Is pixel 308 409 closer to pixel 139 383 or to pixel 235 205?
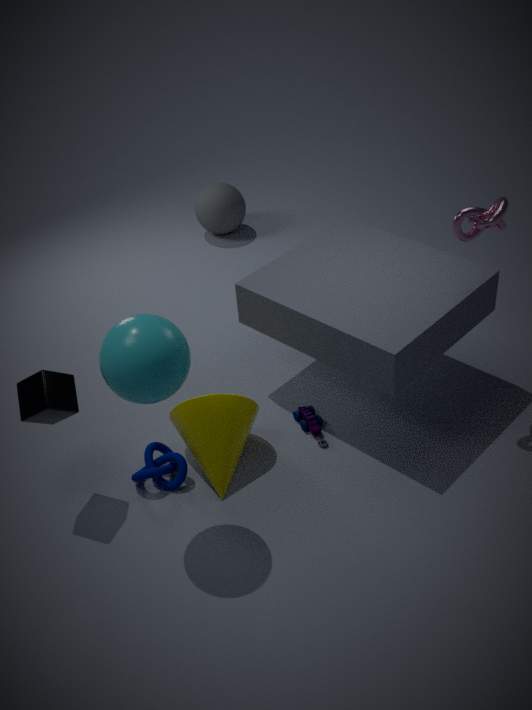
pixel 139 383
